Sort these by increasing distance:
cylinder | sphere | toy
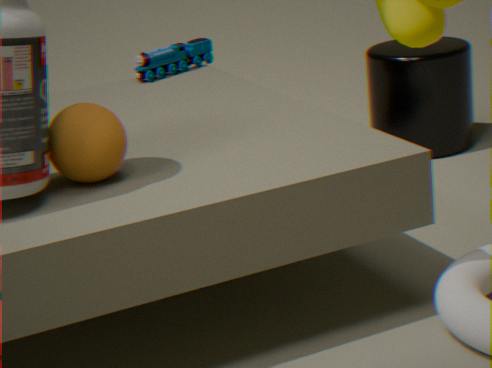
sphere → toy → cylinder
